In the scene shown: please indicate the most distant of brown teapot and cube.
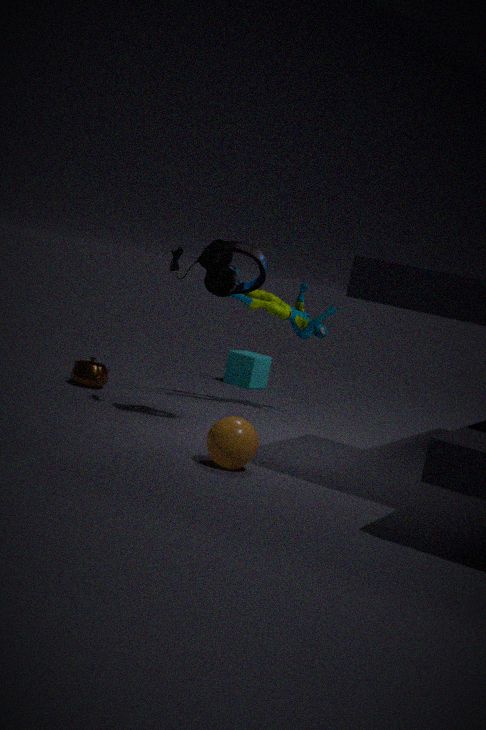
cube
